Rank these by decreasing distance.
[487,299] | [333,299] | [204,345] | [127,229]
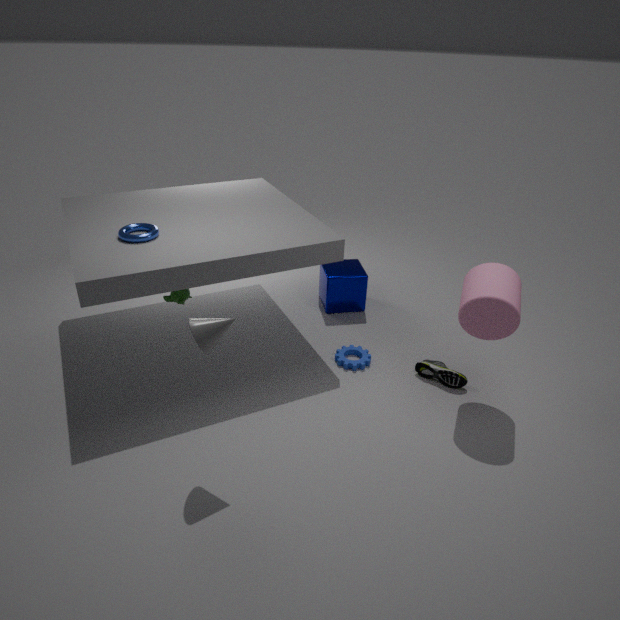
[333,299] < [127,229] < [487,299] < [204,345]
